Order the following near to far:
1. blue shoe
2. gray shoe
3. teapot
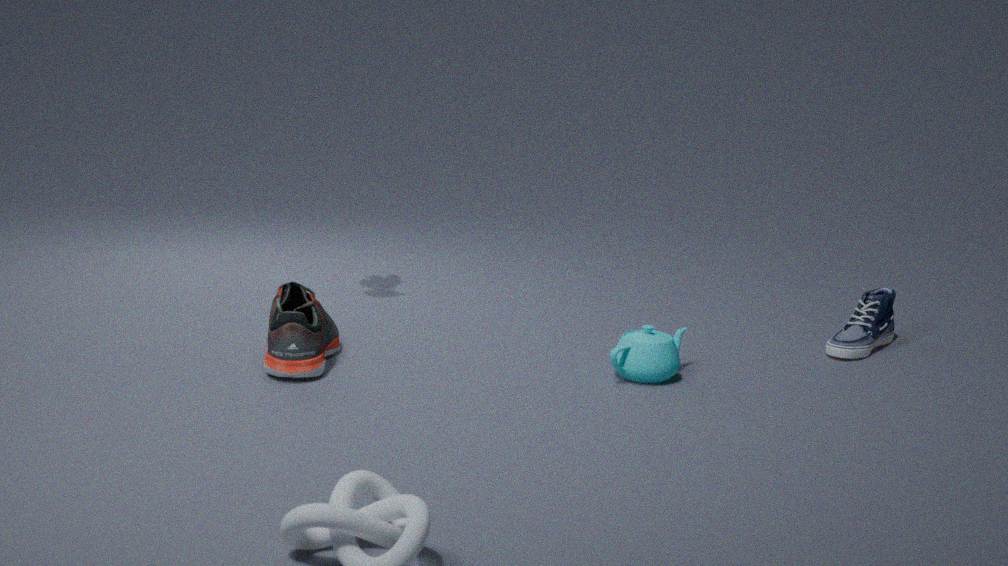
1. gray shoe
2. teapot
3. blue shoe
